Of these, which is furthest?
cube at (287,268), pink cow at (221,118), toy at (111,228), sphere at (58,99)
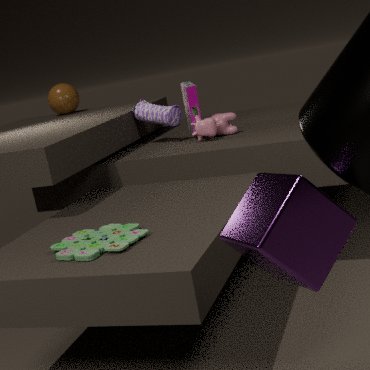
sphere at (58,99)
